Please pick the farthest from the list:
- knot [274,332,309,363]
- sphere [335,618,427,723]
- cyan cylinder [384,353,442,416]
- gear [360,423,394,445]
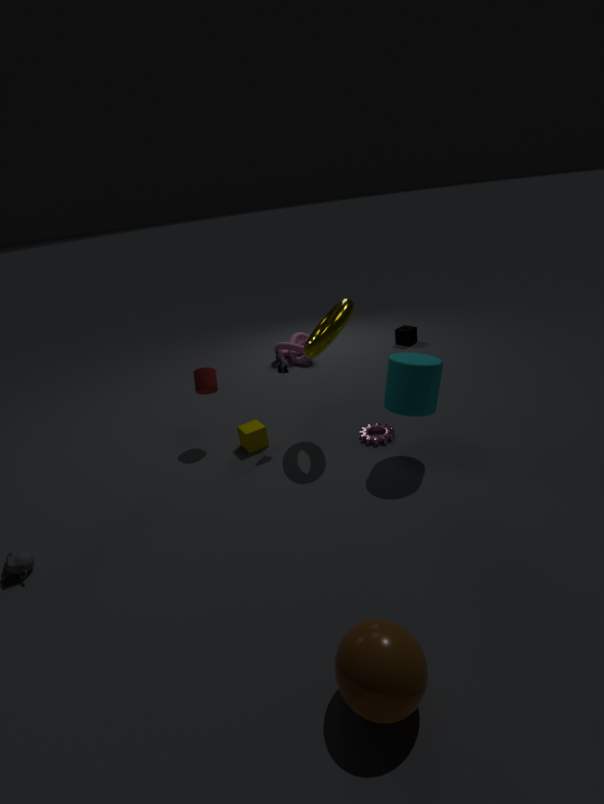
knot [274,332,309,363]
